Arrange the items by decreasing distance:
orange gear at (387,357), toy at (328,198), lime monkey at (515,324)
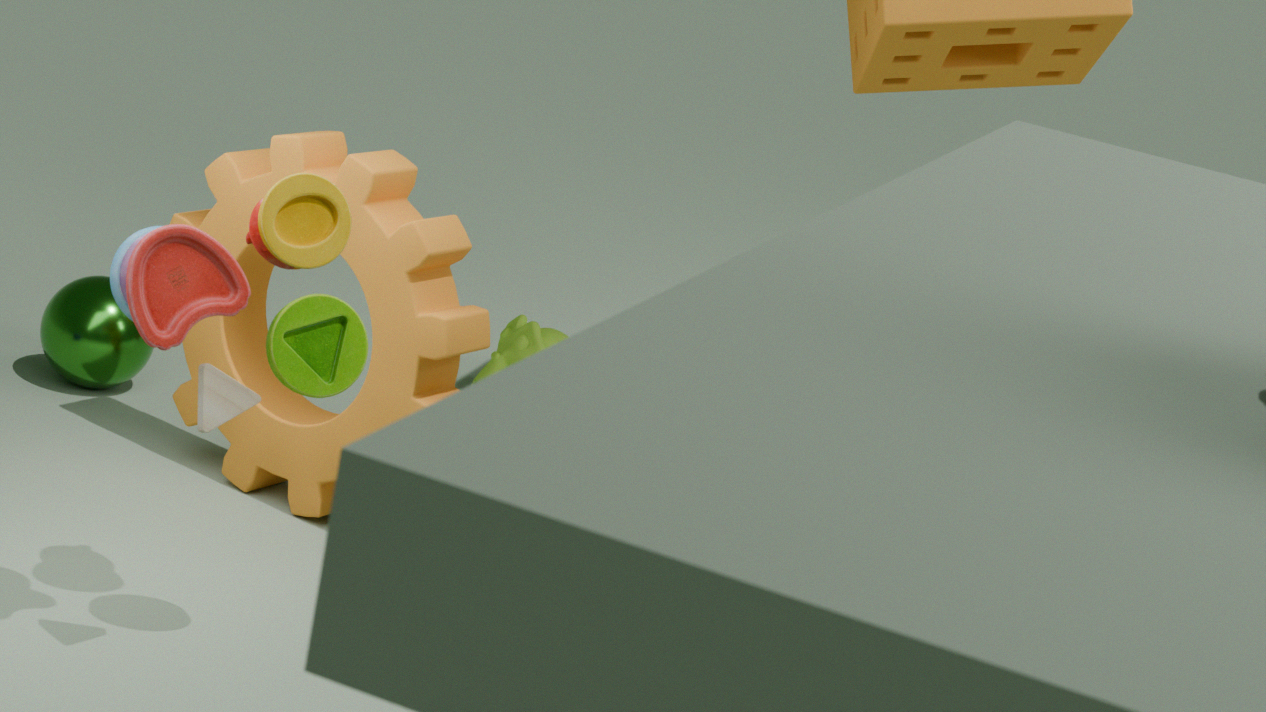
1. lime monkey at (515,324)
2. orange gear at (387,357)
3. toy at (328,198)
